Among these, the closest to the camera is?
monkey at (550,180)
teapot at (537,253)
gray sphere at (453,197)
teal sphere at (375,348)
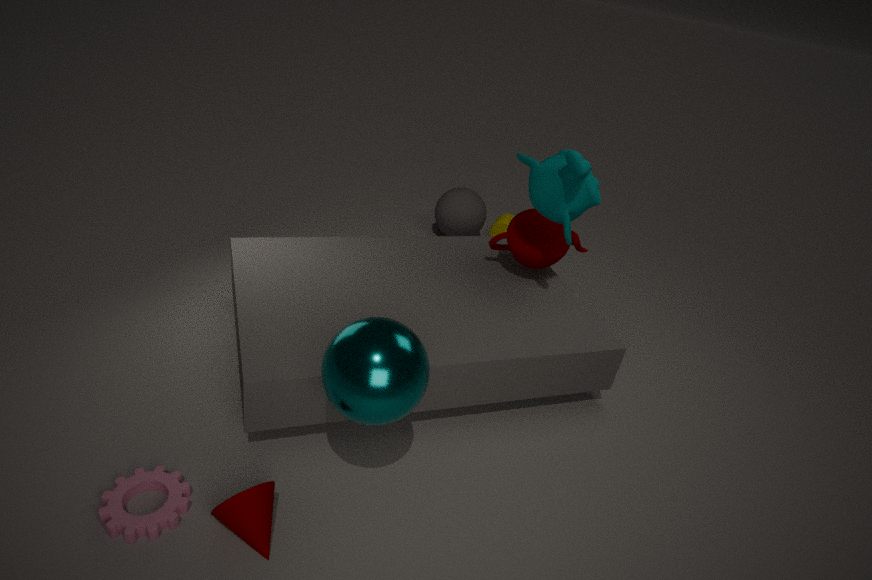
teal sphere at (375,348)
